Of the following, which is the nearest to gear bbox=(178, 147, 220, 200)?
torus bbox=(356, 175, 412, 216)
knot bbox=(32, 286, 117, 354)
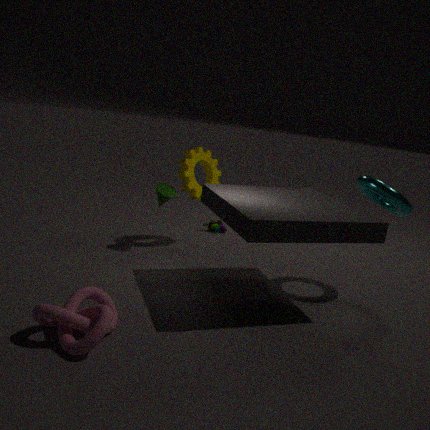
torus bbox=(356, 175, 412, 216)
